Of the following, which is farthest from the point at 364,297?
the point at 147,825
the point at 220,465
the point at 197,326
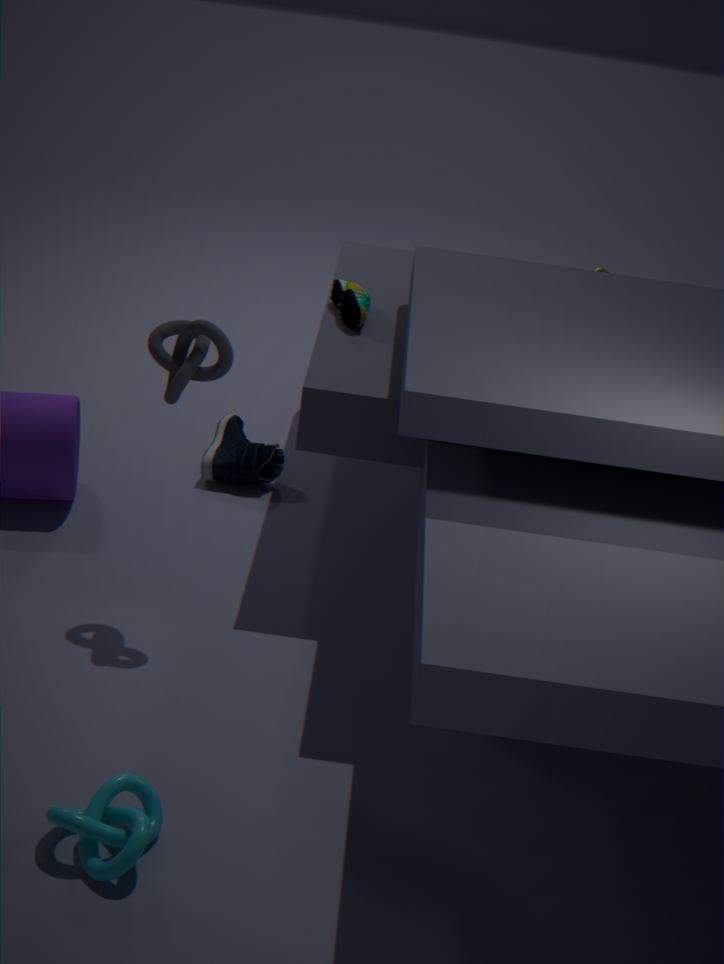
the point at 147,825
